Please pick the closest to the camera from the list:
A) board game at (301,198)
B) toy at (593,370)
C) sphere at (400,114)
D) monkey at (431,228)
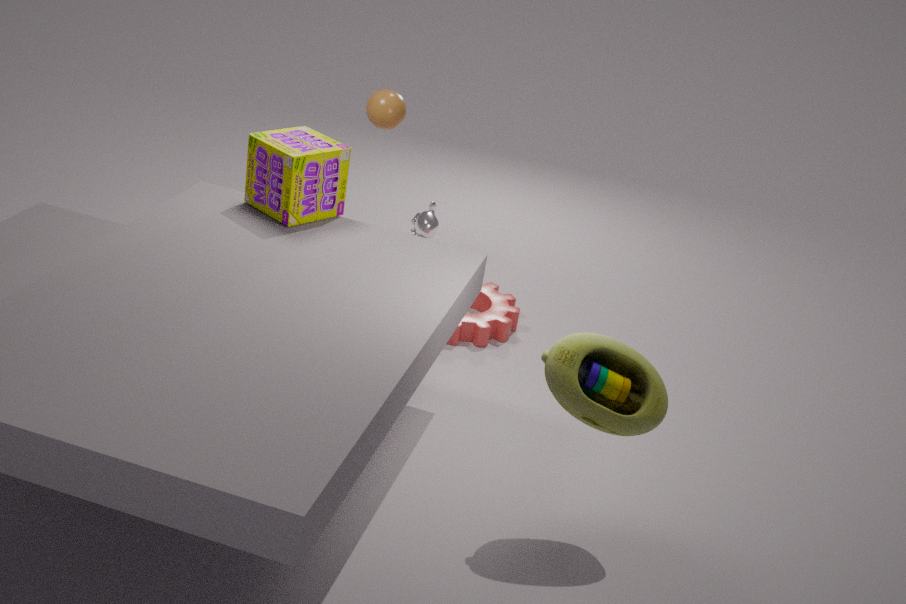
toy at (593,370)
